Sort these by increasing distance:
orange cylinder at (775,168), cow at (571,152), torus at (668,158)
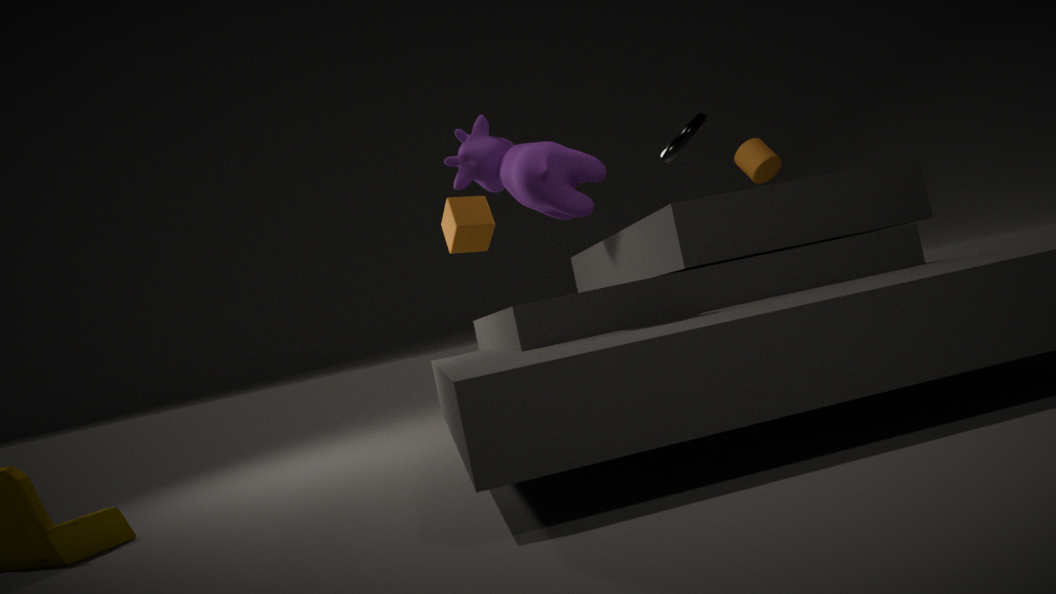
1. cow at (571,152)
2. torus at (668,158)
3. orange cylinder at (775,168)
